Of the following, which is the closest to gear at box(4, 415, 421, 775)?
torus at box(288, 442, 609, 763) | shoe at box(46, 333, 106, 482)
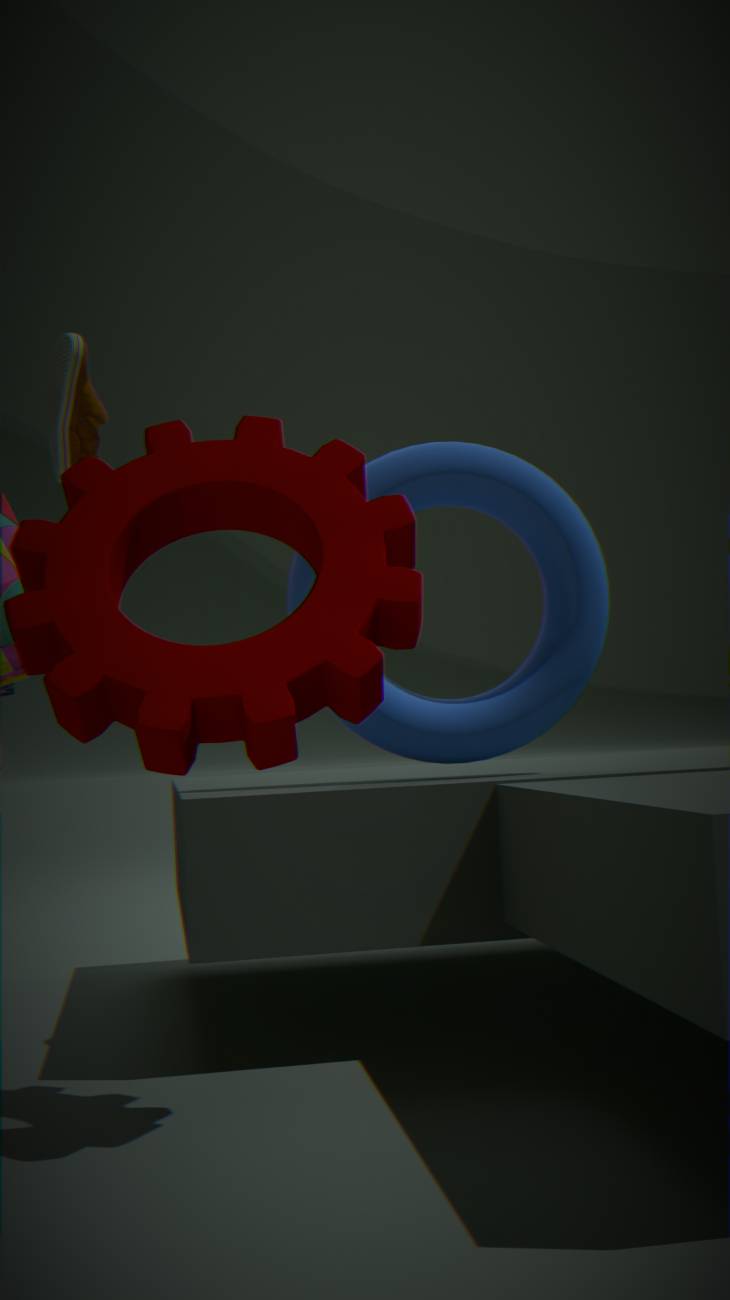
torus at box(288, 442, 609, 763)
